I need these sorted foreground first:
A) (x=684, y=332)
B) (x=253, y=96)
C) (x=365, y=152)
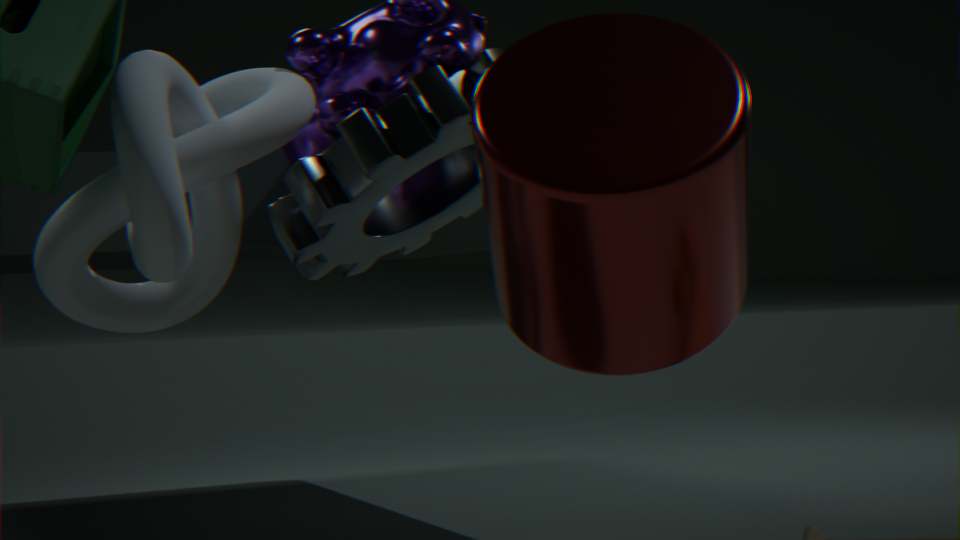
1. (x=684, y=332)
2. (x=365, y=152)
3. (x=253, y=96)
